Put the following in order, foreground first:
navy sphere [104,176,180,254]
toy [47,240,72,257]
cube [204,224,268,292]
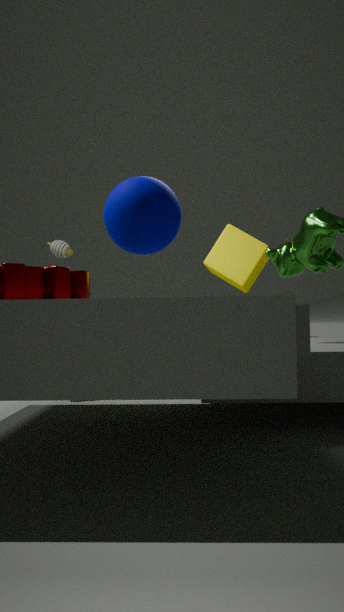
1. navy sphere [104,176,180,254]
2. toy [47,240,72,257]
3. cube [204,224,268,292]
